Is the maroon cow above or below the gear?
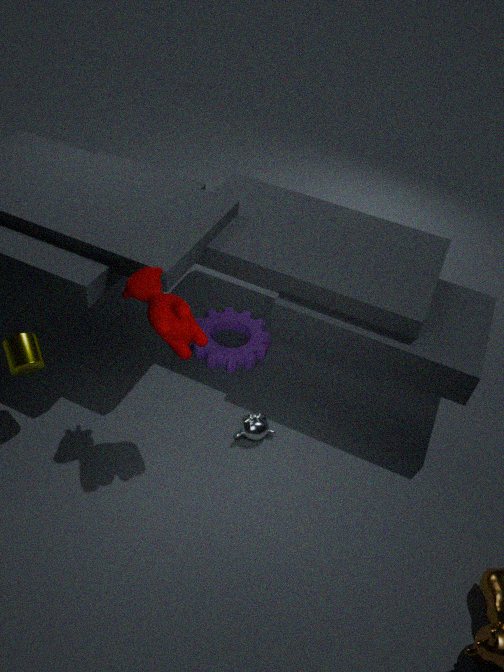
above
